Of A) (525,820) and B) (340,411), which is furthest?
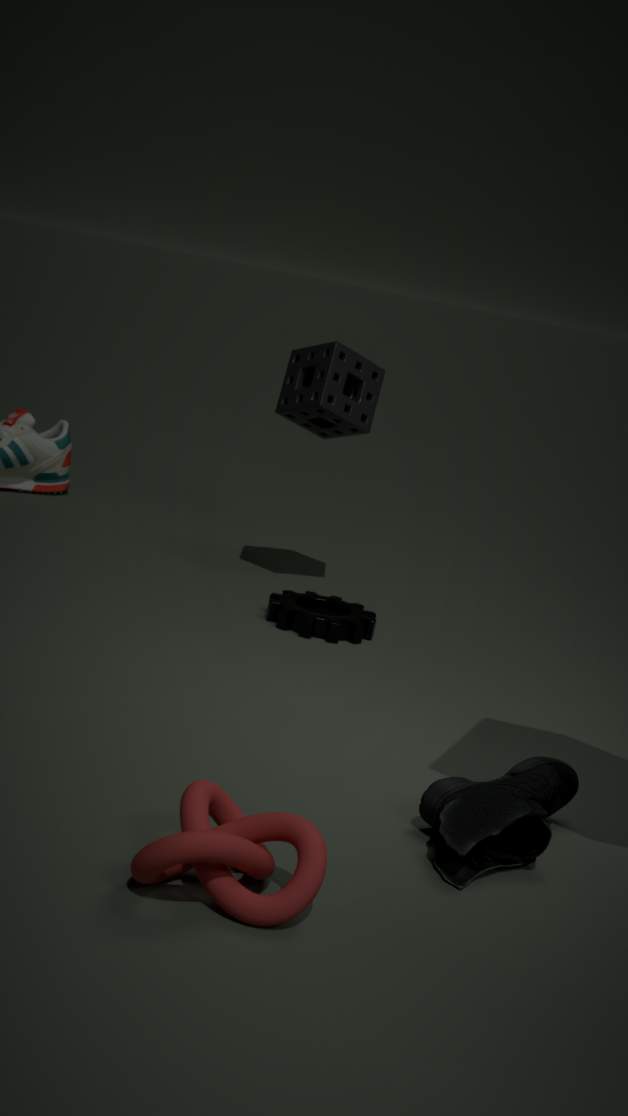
B. (340,411)
